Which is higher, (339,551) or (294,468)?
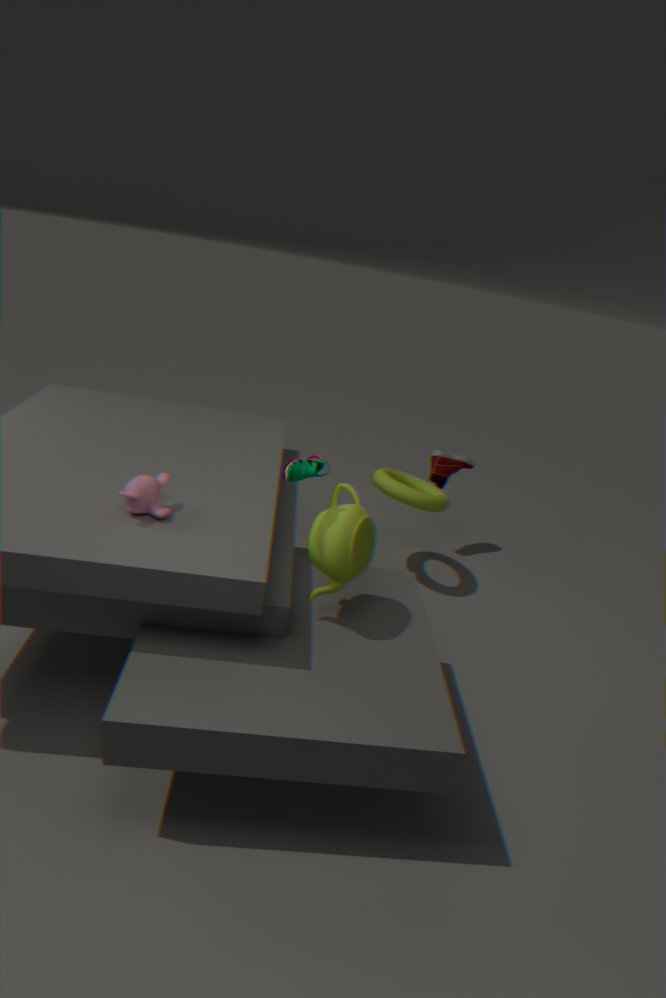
(294,468)
